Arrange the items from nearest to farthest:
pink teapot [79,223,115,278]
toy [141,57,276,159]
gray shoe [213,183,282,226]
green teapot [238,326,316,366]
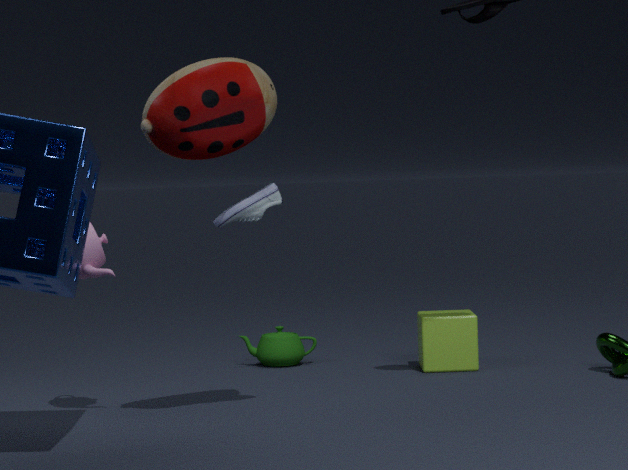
toy [141,57,276,159], gray shoe [213,183,282,226], pink teapot [79,223,115,278], green teapot [238,326,316,366]
